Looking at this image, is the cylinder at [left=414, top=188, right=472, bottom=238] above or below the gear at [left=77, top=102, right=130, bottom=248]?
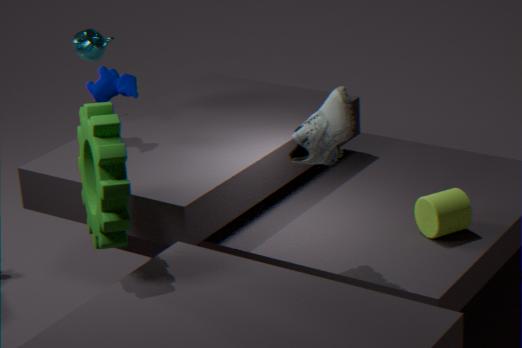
below
